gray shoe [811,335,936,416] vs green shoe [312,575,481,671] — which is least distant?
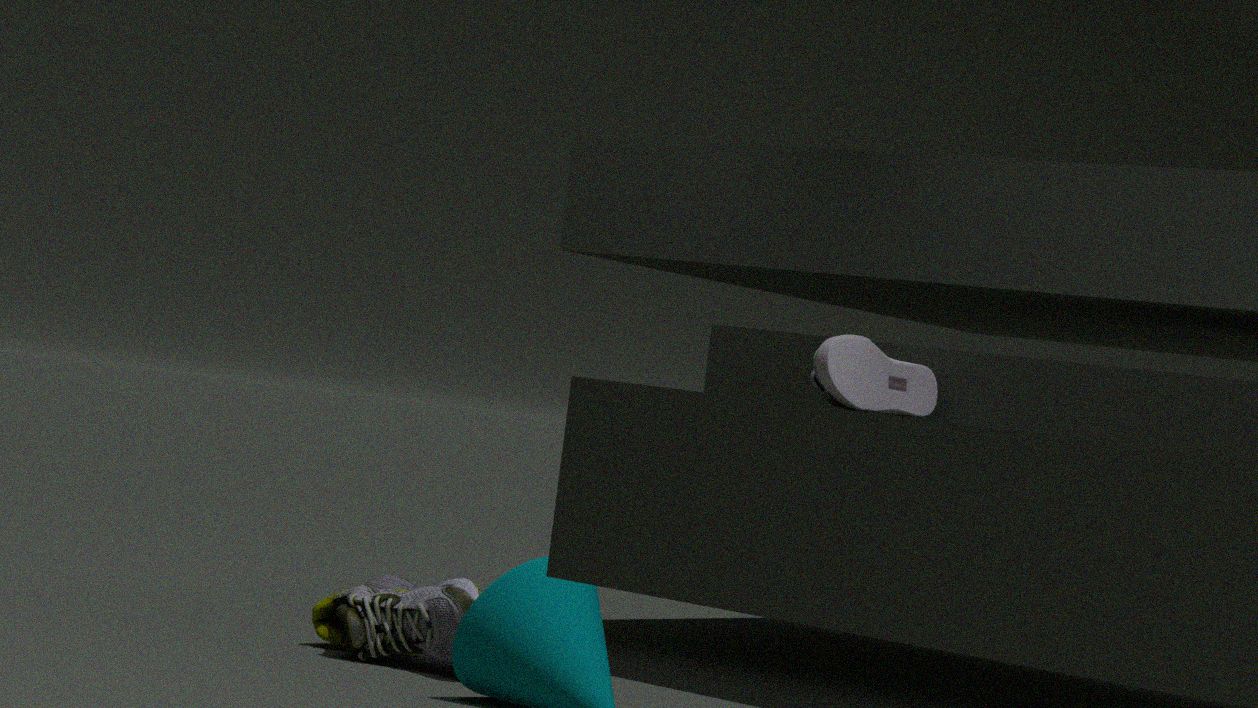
gray shoe [811,335,936,416]
